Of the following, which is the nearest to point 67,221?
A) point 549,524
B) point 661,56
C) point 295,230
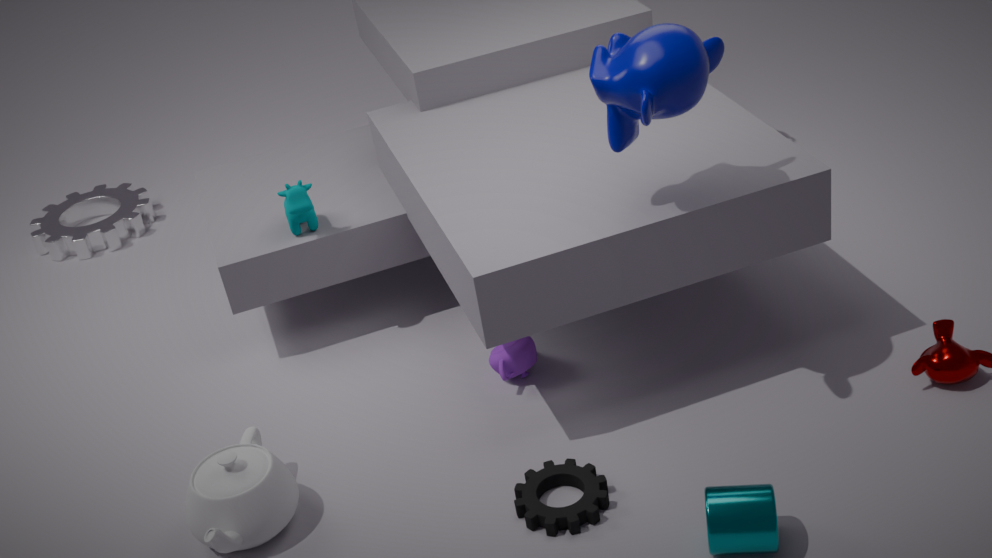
point 295,230
